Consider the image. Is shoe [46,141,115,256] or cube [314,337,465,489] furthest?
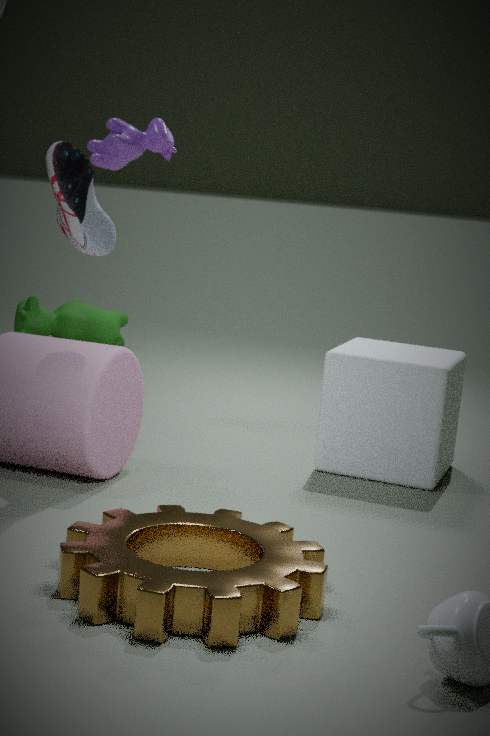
cube [314,337,465,489]
